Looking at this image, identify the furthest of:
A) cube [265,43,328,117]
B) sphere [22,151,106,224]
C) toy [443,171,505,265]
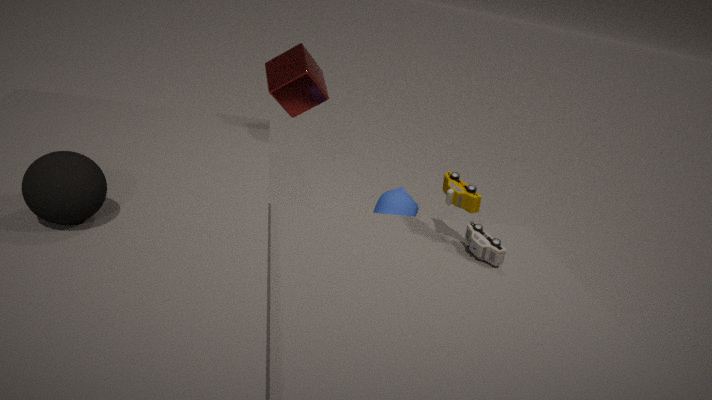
cube [265,43,328,117]
